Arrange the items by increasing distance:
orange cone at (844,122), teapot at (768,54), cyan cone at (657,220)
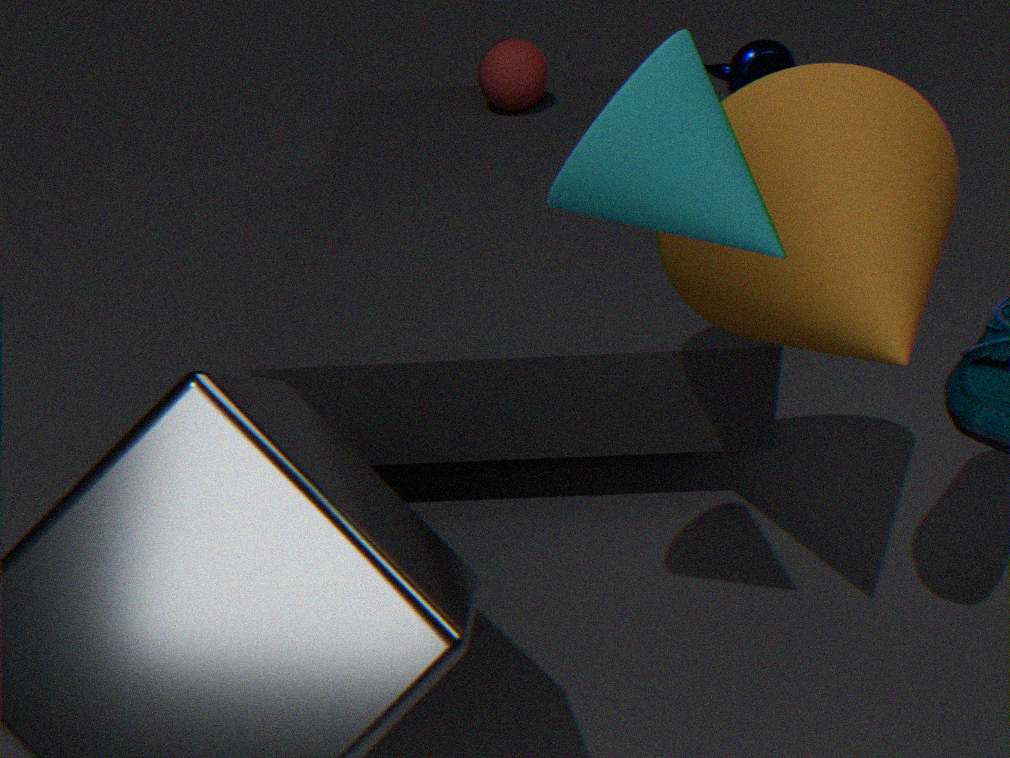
cyan cone at (657,220) < orange cone at (844,122) < teapot at (768,54)
